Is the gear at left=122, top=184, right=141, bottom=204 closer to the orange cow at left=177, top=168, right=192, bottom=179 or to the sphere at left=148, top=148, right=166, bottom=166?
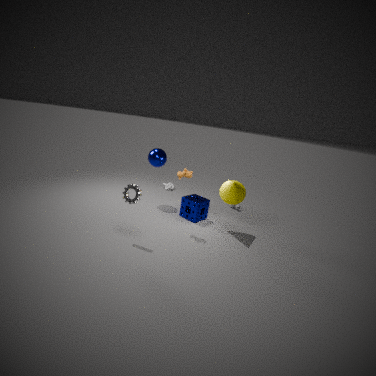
the orange cow at left=177, top=168, right=192, bottom=179
